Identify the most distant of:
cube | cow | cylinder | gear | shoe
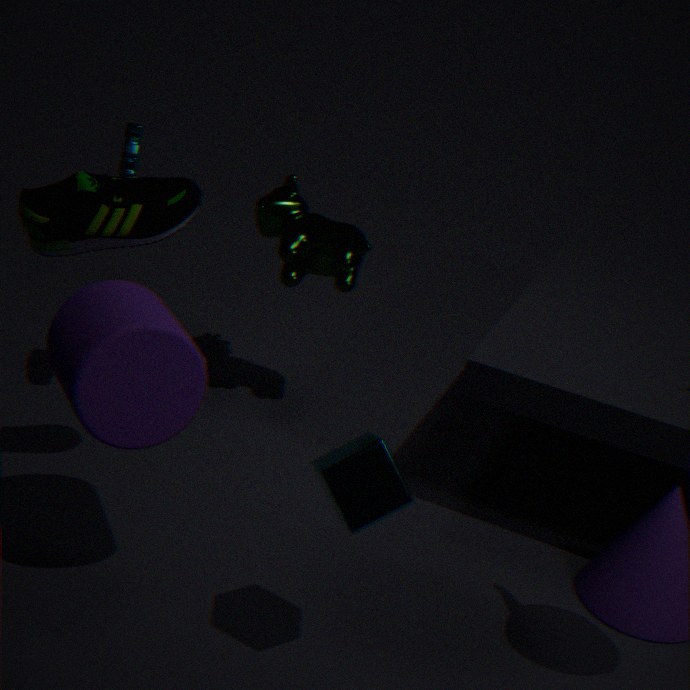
cow
